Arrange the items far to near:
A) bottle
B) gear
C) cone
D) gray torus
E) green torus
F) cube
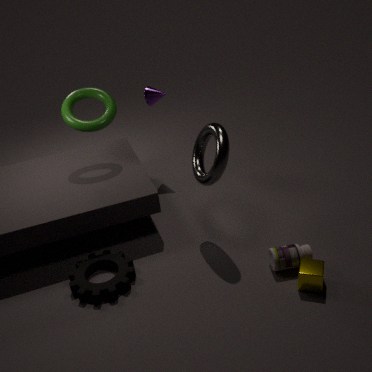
cone < green torus < gray torus < bottle < gear < cube
